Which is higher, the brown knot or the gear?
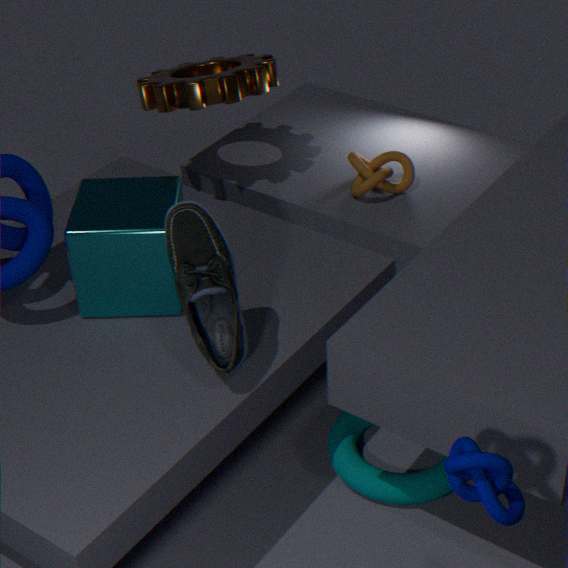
the gear
